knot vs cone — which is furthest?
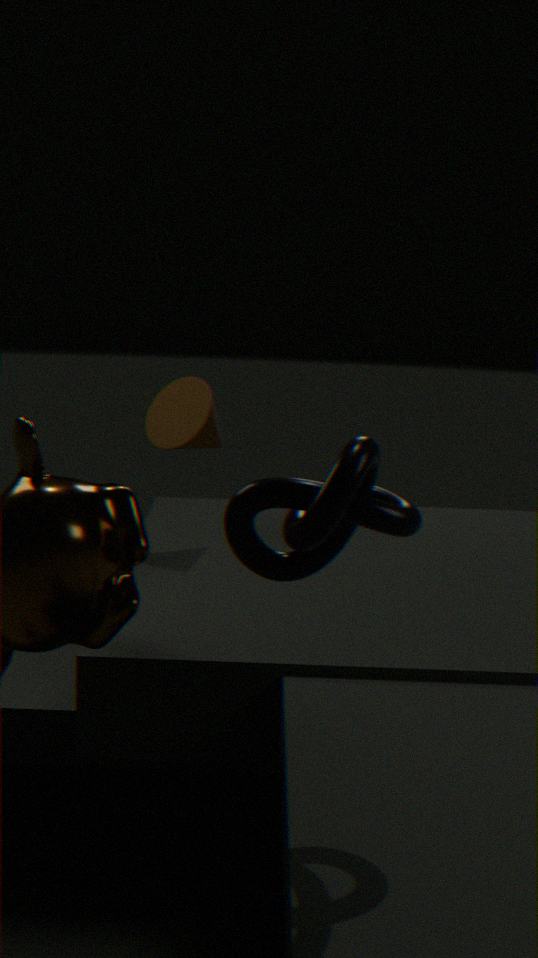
cone
